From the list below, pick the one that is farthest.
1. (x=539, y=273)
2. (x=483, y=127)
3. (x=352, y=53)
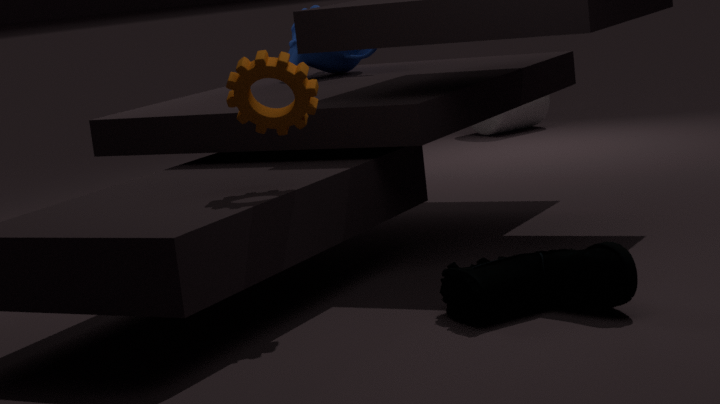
(x=483, y=127)
